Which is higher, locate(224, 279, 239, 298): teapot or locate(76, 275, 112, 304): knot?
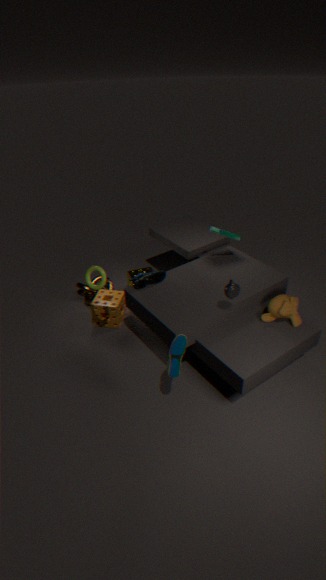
locate(224, 279, 239, 298): teapot
